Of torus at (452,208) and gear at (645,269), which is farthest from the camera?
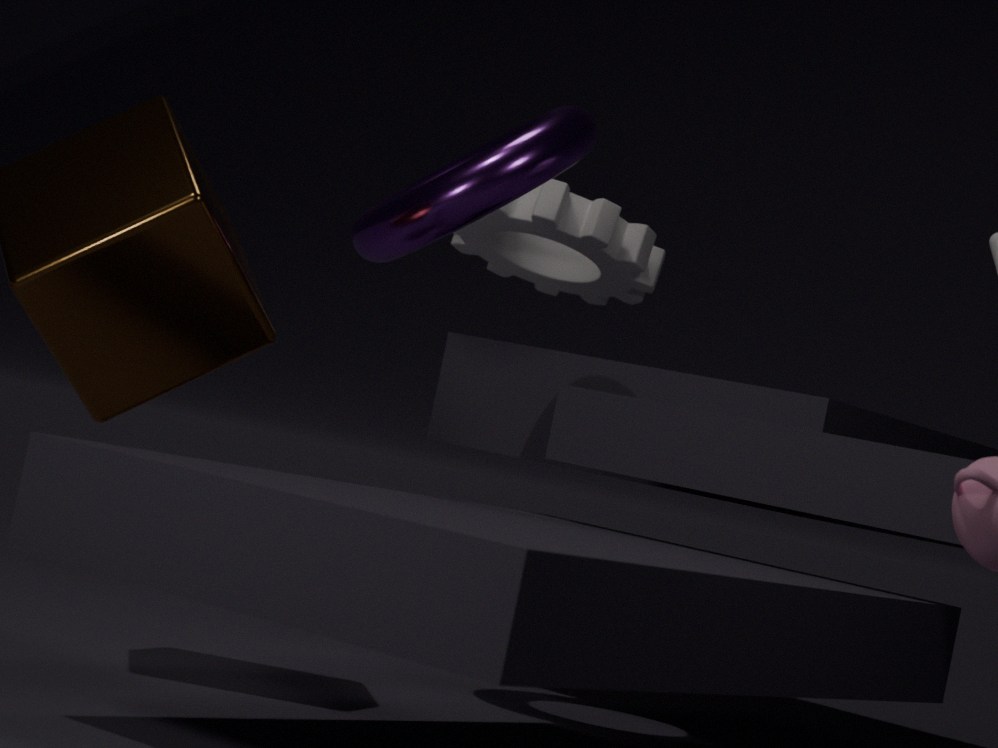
gear at (645,269)
